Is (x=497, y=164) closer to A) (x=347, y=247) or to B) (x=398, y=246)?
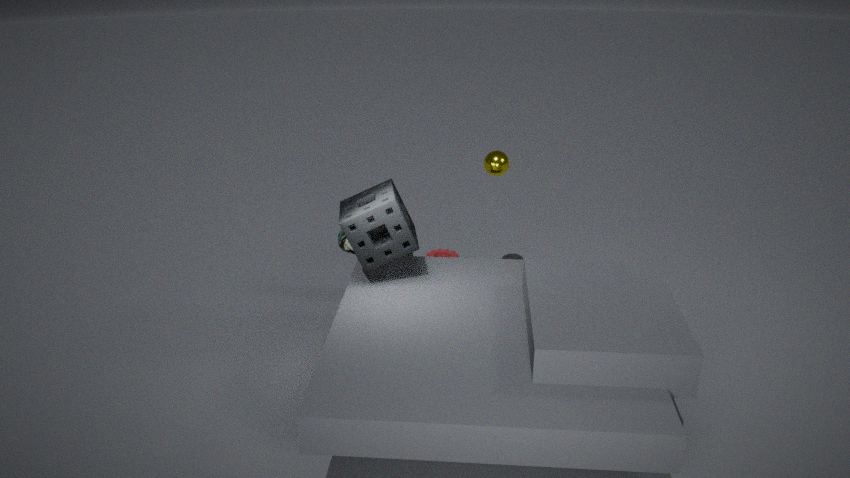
A) (x=347, y=247)
